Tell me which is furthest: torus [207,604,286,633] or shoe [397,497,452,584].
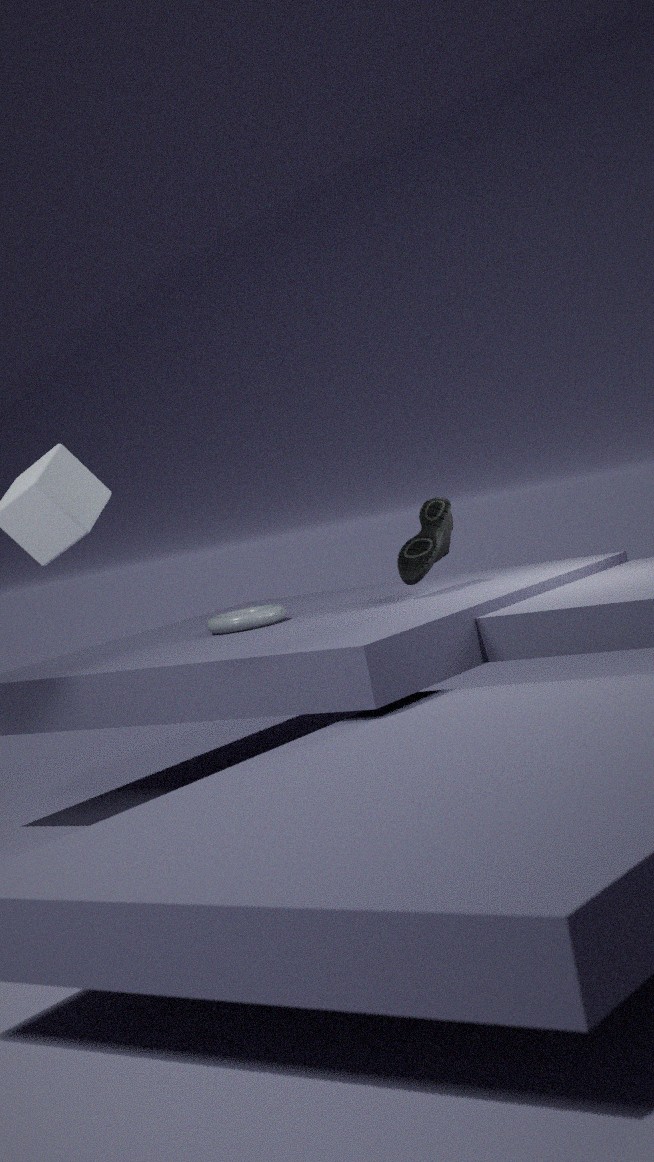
torus [207,604,286,633]
